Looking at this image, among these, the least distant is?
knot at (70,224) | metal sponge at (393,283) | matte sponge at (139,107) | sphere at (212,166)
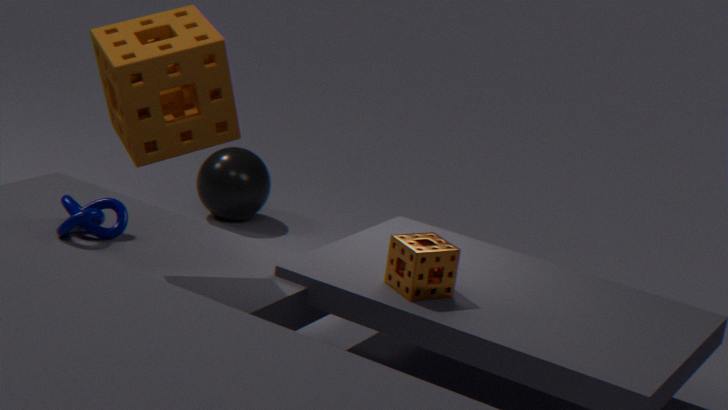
matte sponge at (139,107)
